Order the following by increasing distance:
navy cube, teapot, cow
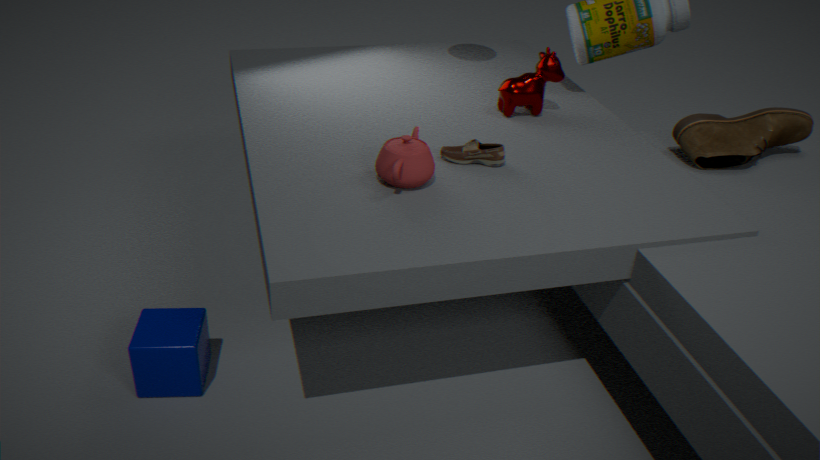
navy cube
teapot
cow
